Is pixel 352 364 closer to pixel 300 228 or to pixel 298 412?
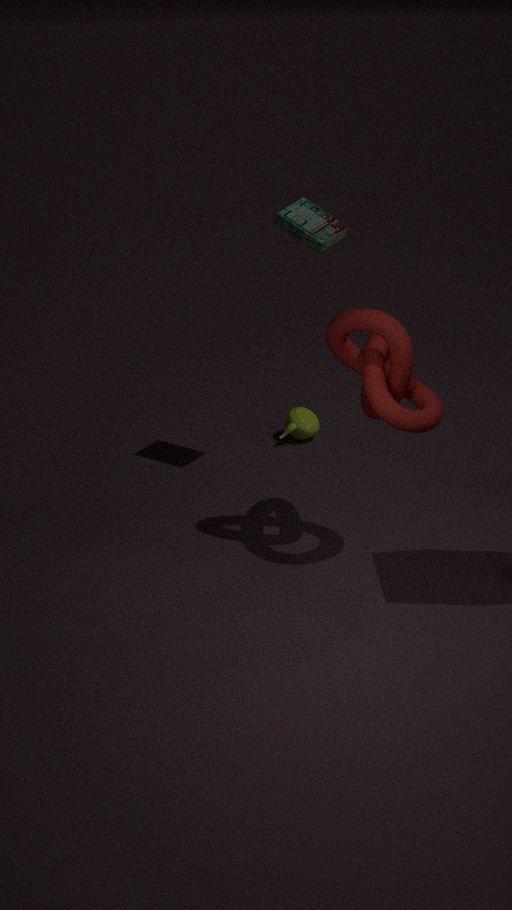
pixel 300 228
